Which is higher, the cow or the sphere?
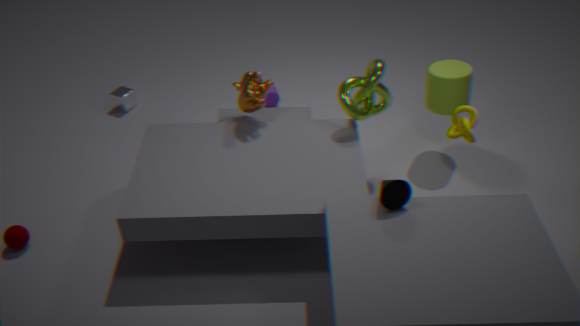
the cow
